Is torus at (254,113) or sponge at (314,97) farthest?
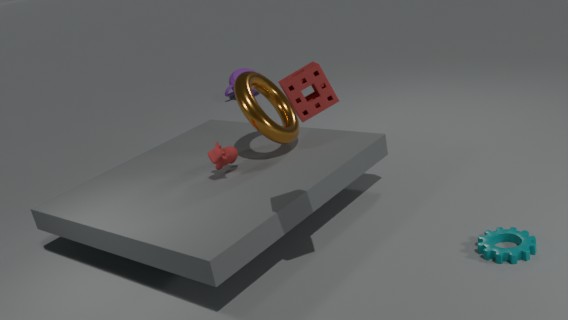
torus at (254,113)
